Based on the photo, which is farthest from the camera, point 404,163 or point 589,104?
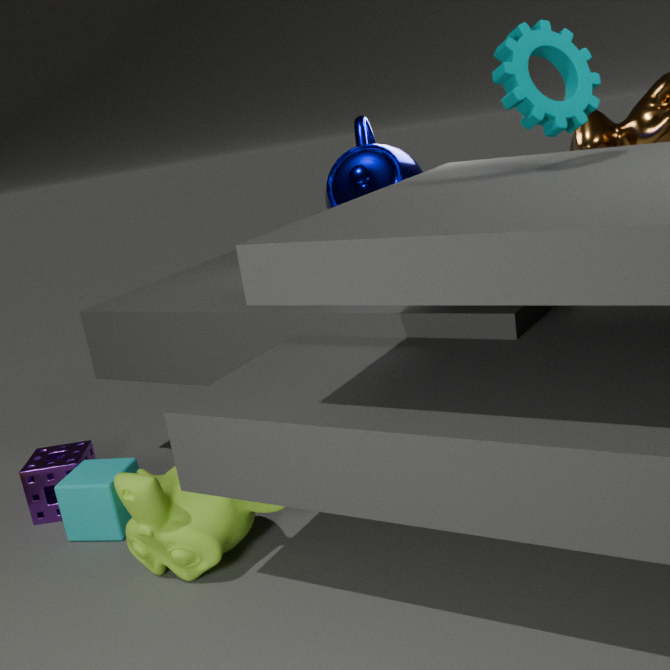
point 404,163
